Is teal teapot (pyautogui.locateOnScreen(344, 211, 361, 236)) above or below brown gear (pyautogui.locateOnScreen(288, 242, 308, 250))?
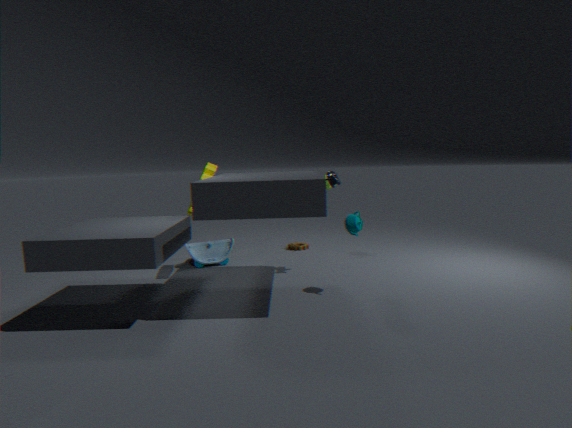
above
